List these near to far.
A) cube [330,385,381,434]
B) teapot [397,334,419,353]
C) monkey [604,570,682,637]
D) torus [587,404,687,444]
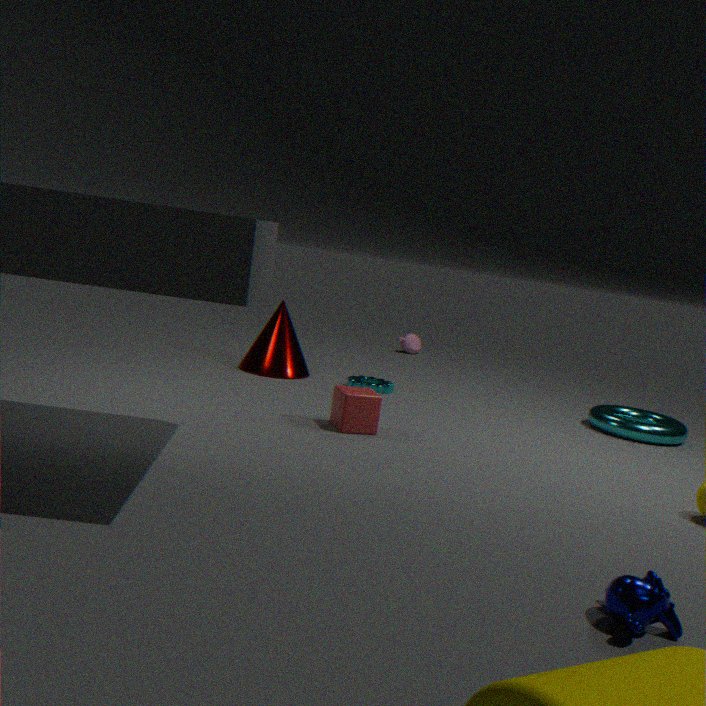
monkey [604,570,682,637] → cube [330,385,381,434] → torus [587,404,687,444] → teapot [397,334,419,353]
